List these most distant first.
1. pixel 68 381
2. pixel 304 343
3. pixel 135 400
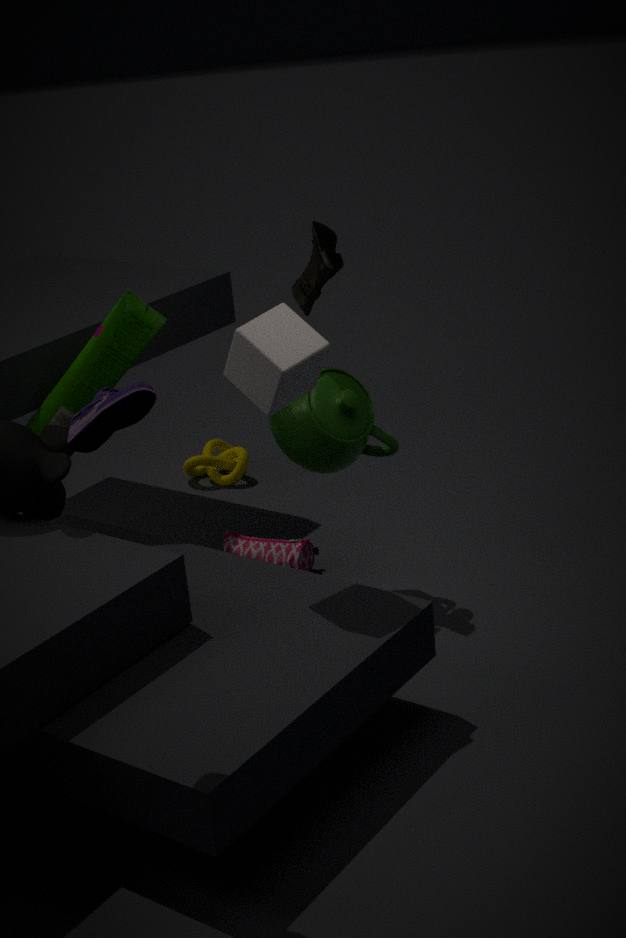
pixel 68 381, pixel 304 343, pixel 135 400
